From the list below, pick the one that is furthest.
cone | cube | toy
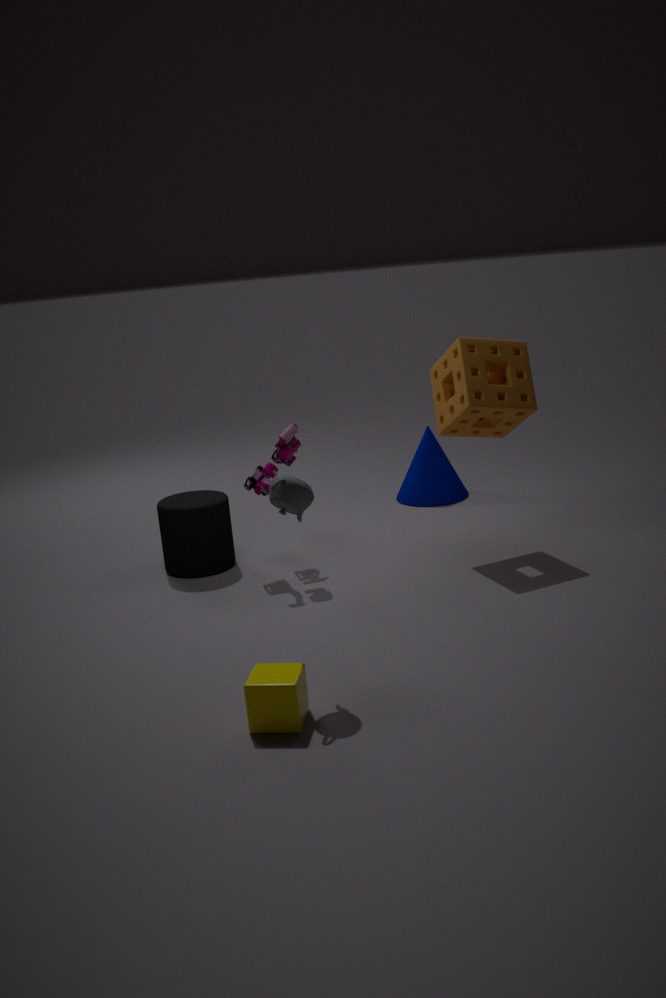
cone
